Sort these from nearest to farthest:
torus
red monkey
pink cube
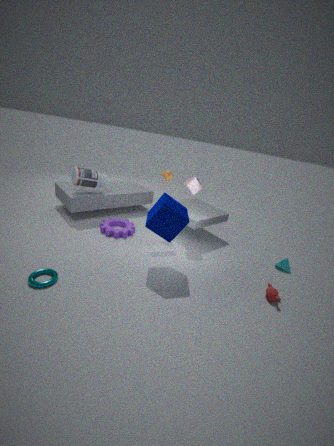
torus, red monkey, pink cube
